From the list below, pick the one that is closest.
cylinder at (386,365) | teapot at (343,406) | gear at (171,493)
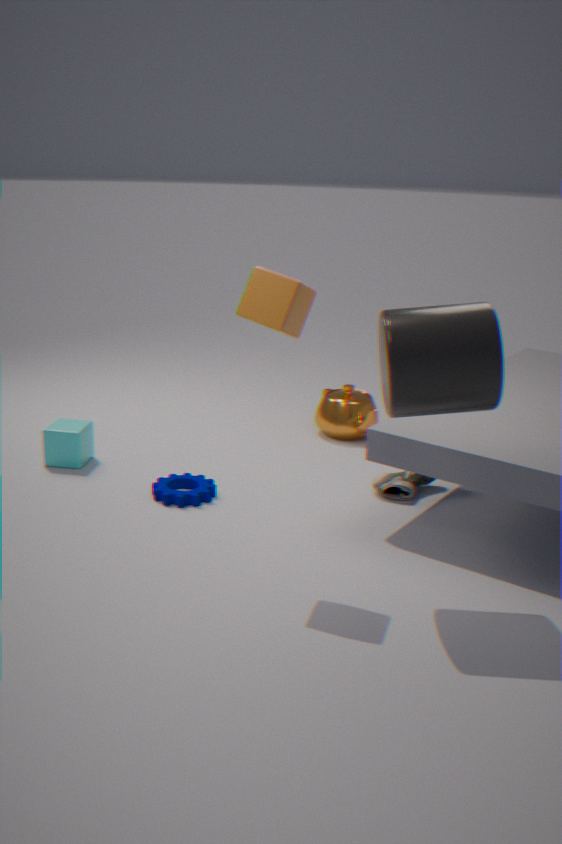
cylinder at (386,365)
